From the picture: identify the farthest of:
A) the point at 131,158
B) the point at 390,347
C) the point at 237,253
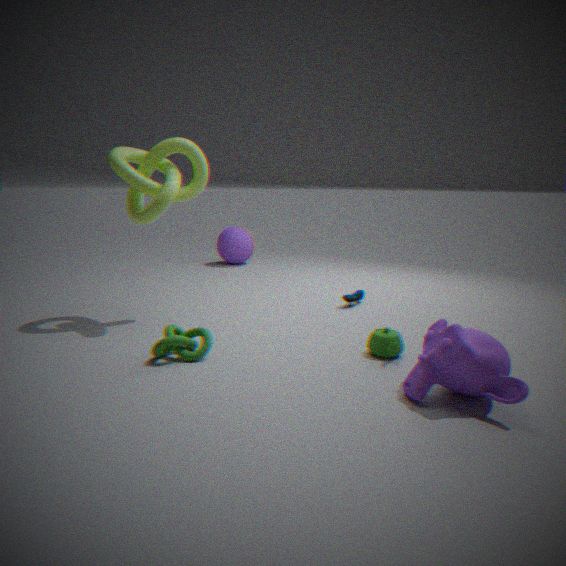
the point at 237,253
